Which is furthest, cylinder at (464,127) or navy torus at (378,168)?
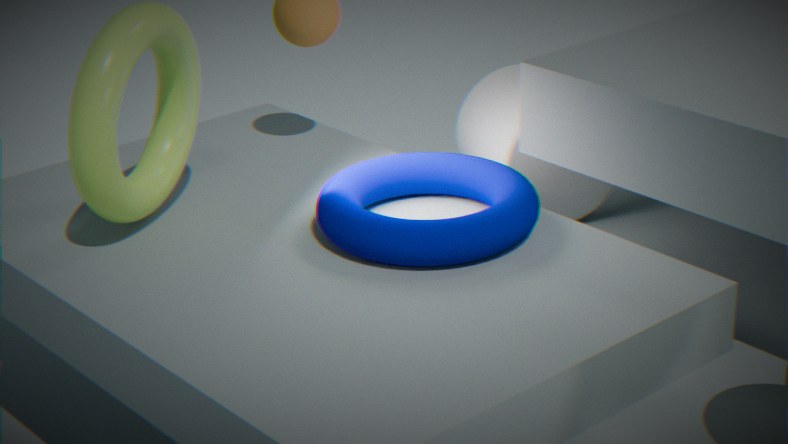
cylinder at (464,127)
